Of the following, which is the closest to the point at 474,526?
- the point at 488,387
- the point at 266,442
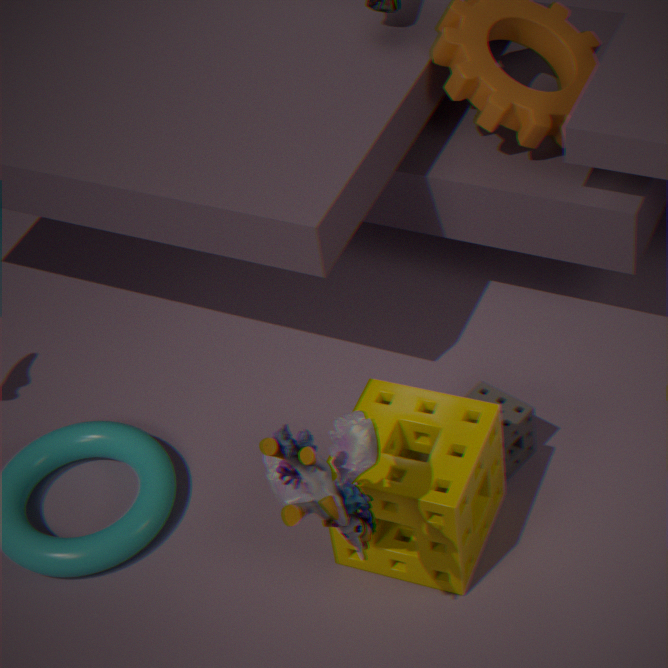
the point at 488,387
